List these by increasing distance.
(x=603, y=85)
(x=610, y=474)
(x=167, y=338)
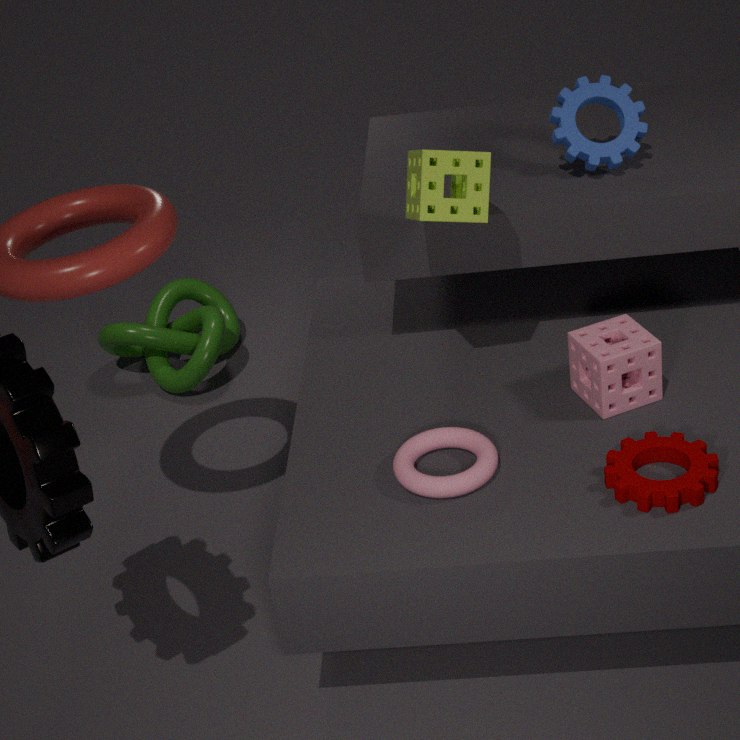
1. (x=610, y=474)
2. (x=603, y=85)
3. (x=167, y=338)
